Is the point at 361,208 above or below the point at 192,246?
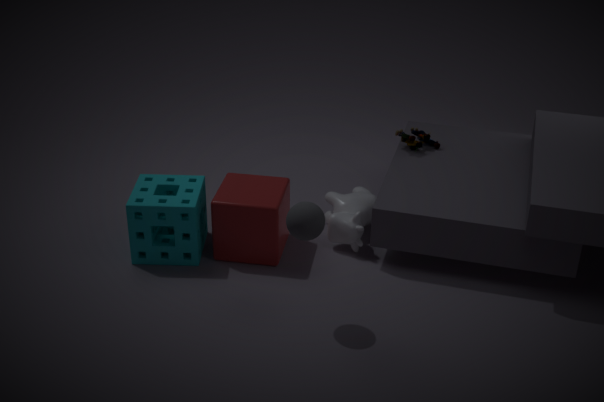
below
